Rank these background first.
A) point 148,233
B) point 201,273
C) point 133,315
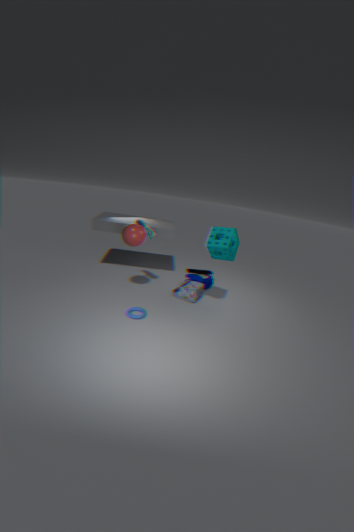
point 201,273 < point 148,233 < point 133,315
